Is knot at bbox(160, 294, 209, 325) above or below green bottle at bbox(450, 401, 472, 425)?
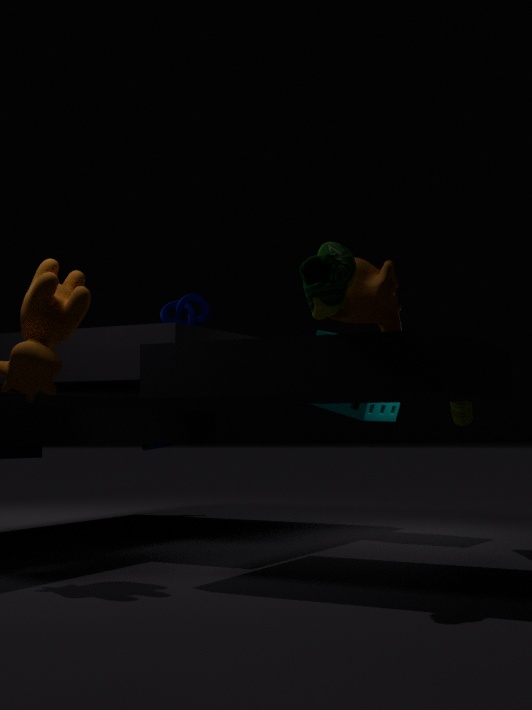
above
